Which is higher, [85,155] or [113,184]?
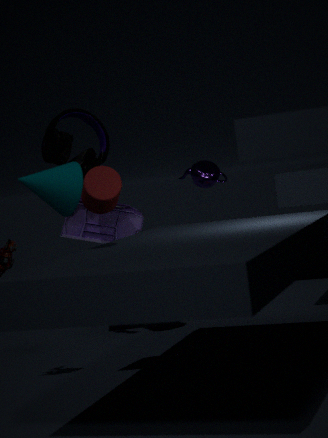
[85,155]
